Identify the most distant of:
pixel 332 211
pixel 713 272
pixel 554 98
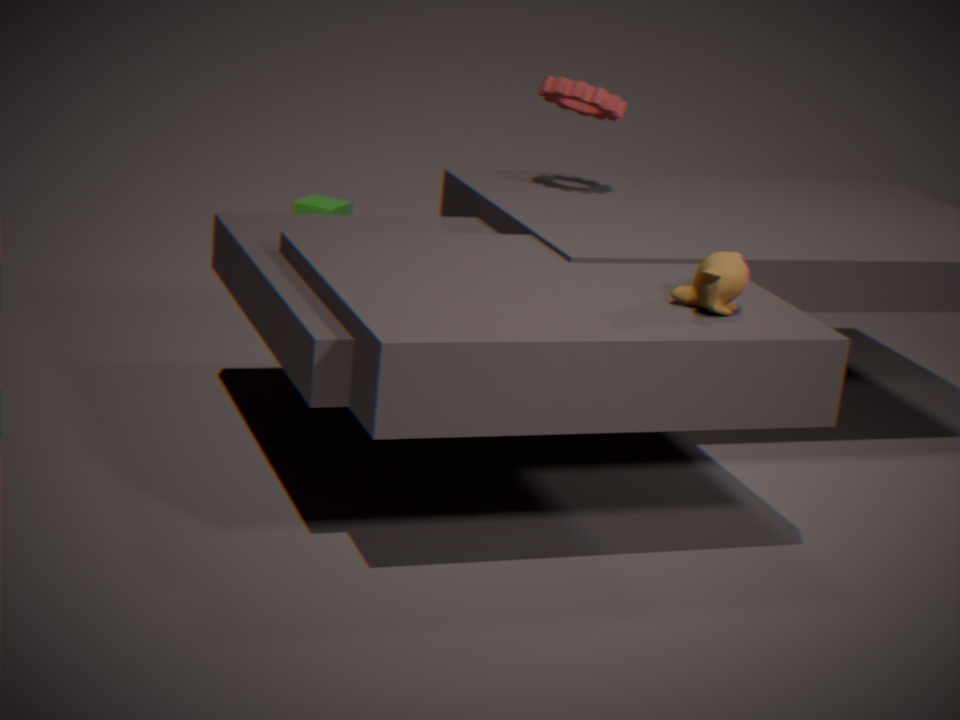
pixel 332 211
